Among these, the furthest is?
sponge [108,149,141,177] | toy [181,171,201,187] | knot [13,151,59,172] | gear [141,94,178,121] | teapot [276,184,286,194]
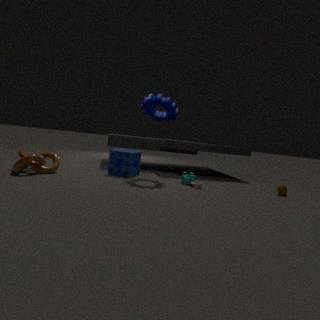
sponge [108,149,141,177]
